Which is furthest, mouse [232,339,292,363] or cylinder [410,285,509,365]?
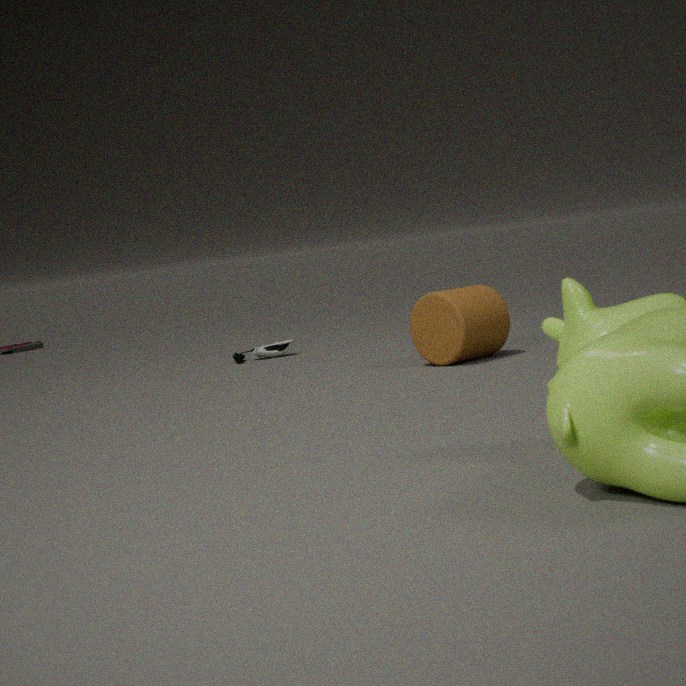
mouse [232,339,292,363]
